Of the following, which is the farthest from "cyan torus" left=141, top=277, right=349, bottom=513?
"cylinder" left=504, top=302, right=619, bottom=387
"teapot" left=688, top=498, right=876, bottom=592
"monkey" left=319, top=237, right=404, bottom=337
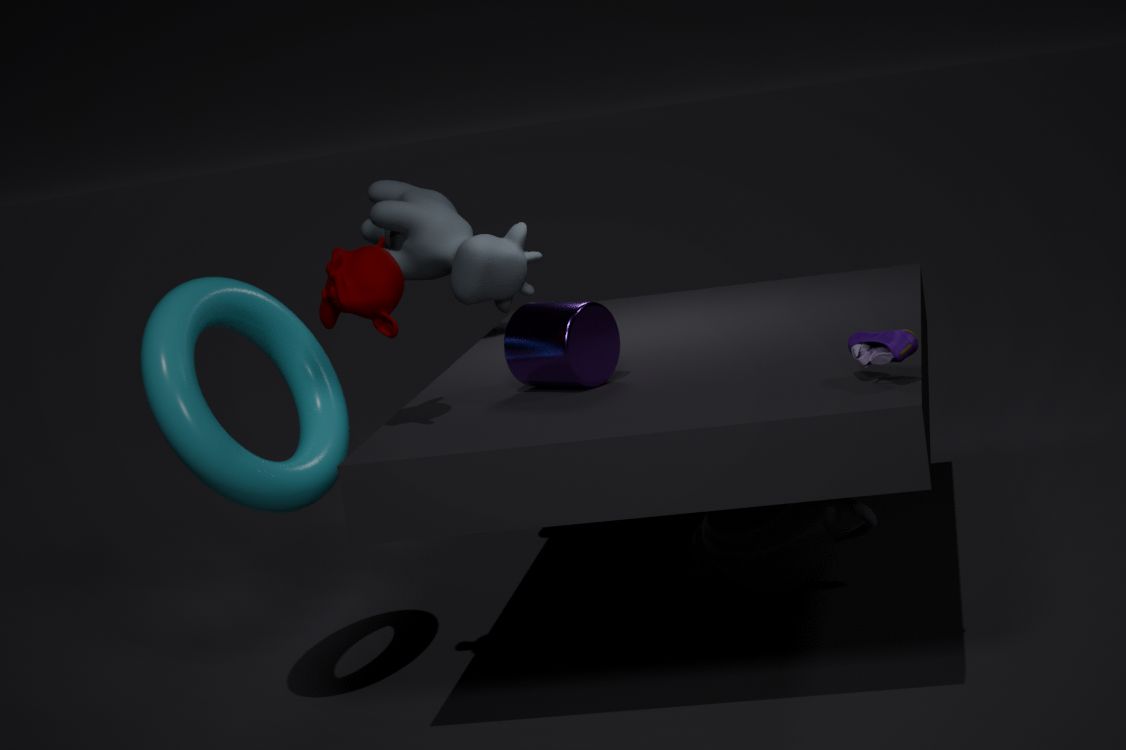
"teapot" left=688, top=498, right=876, bottom=592
